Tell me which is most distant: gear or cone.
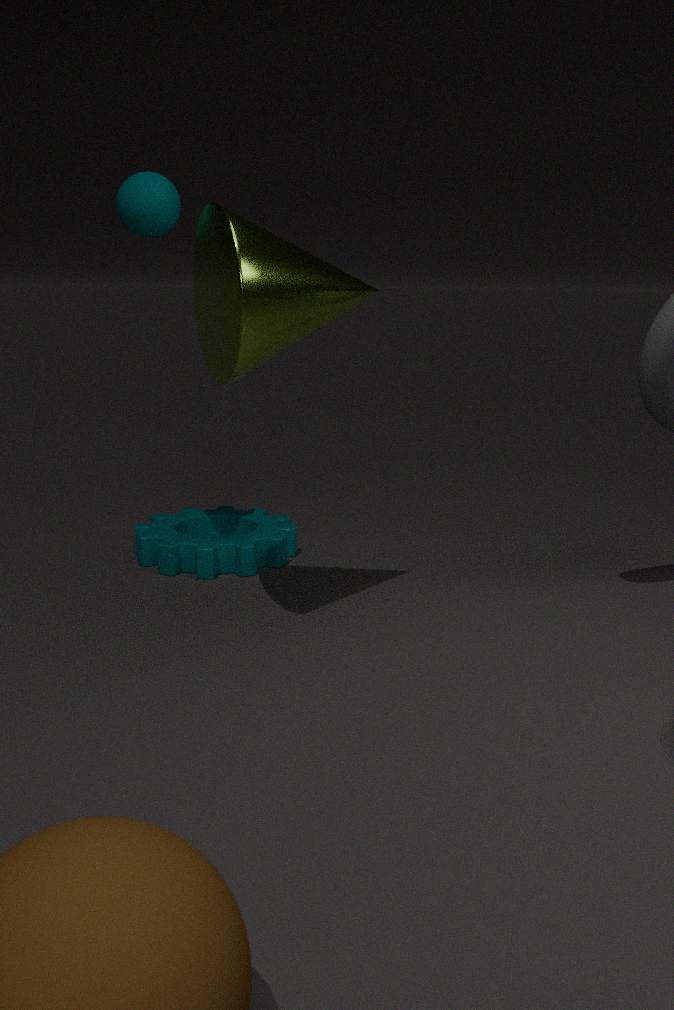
gear
